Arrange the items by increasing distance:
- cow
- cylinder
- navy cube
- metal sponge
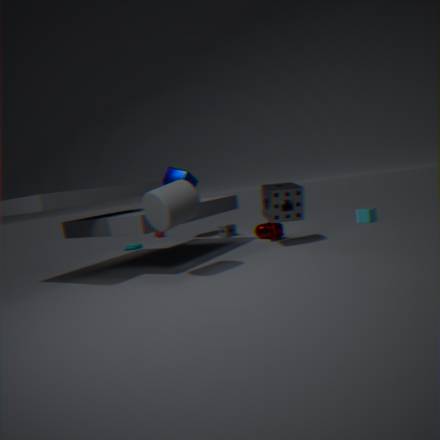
1. cylinder
2. metal sponge
3. cow
4. navy cube
